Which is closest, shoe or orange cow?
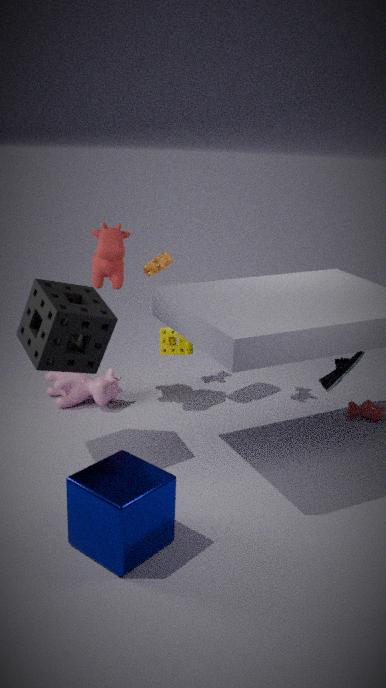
shoe
